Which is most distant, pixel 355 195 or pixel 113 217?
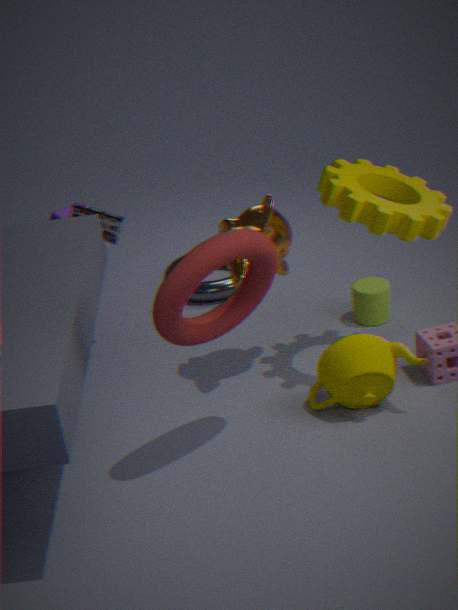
pixel 113 217
